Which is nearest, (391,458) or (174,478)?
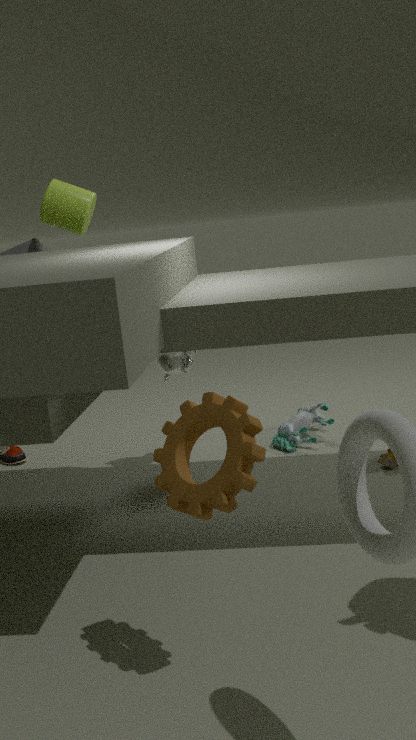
(174,478)
